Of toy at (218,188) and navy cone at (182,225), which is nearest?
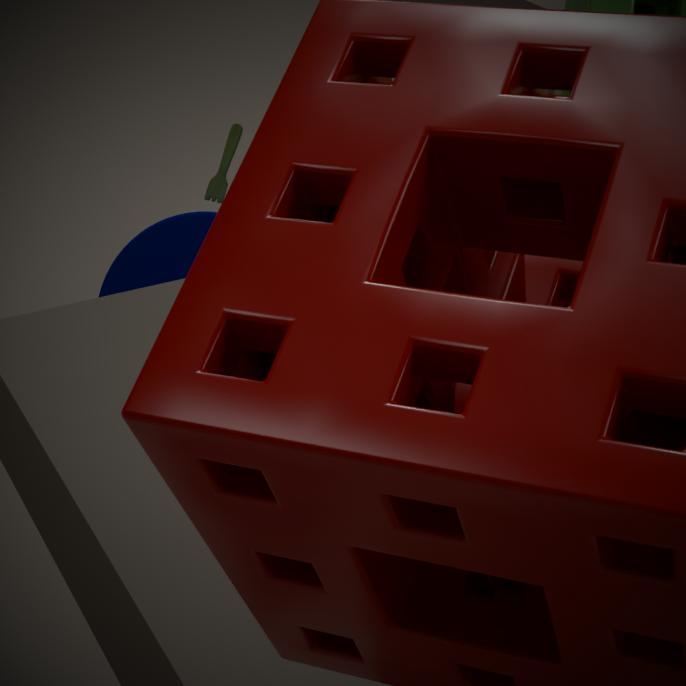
navy cone at (182,225)
